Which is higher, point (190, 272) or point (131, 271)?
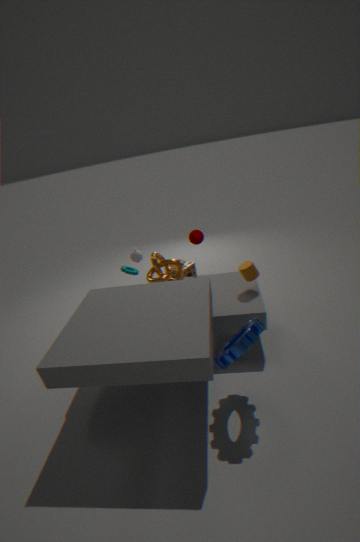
point (131, 271)
